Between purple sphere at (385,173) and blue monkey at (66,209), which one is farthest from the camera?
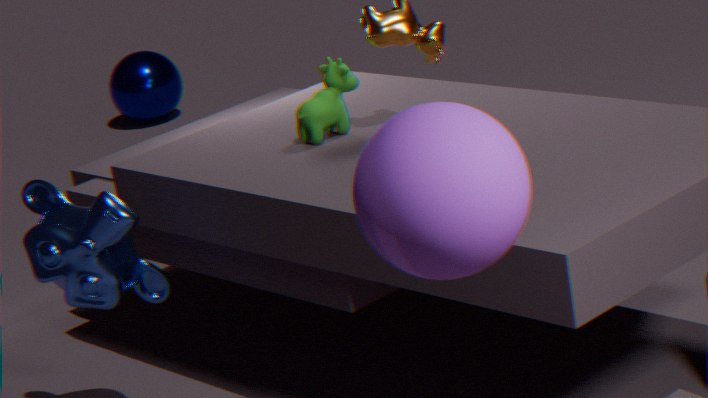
blue monkey at (66,209)
